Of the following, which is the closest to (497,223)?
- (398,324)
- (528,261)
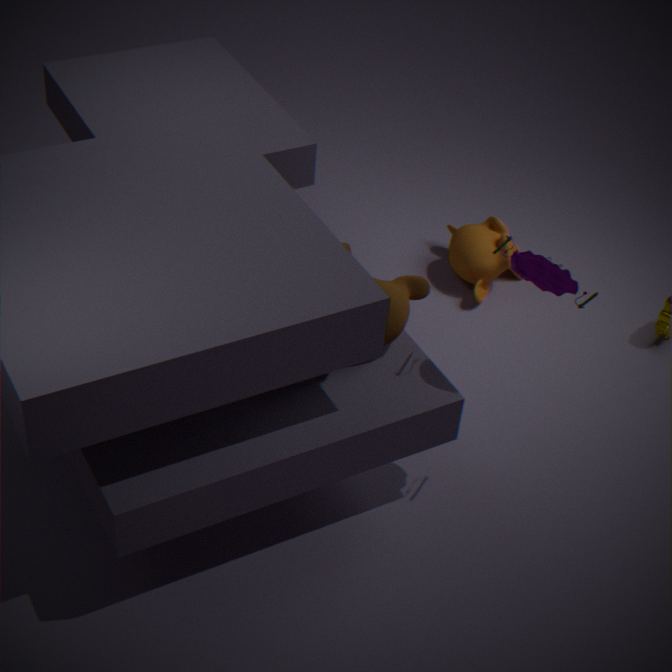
(398,324)
